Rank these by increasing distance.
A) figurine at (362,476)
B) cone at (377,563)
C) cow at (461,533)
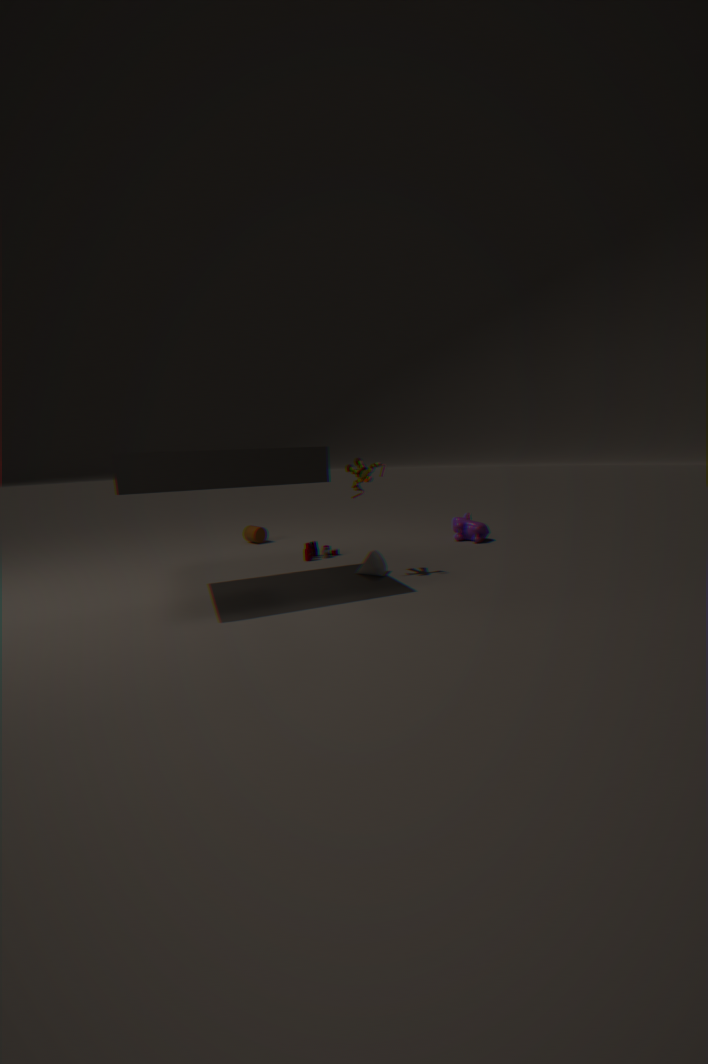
figurine at (362,476), cone at (377,563), cow at (461,533)
